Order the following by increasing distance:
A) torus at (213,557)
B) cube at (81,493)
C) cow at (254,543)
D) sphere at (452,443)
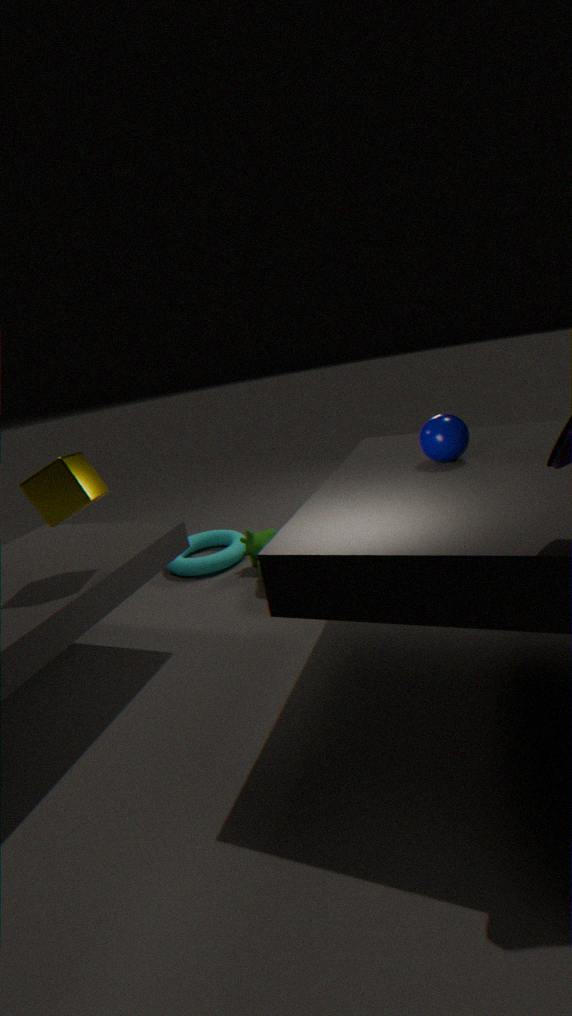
cube at (81,493), sphere at (452,443), cow at (254,543), torus at (213,557)
